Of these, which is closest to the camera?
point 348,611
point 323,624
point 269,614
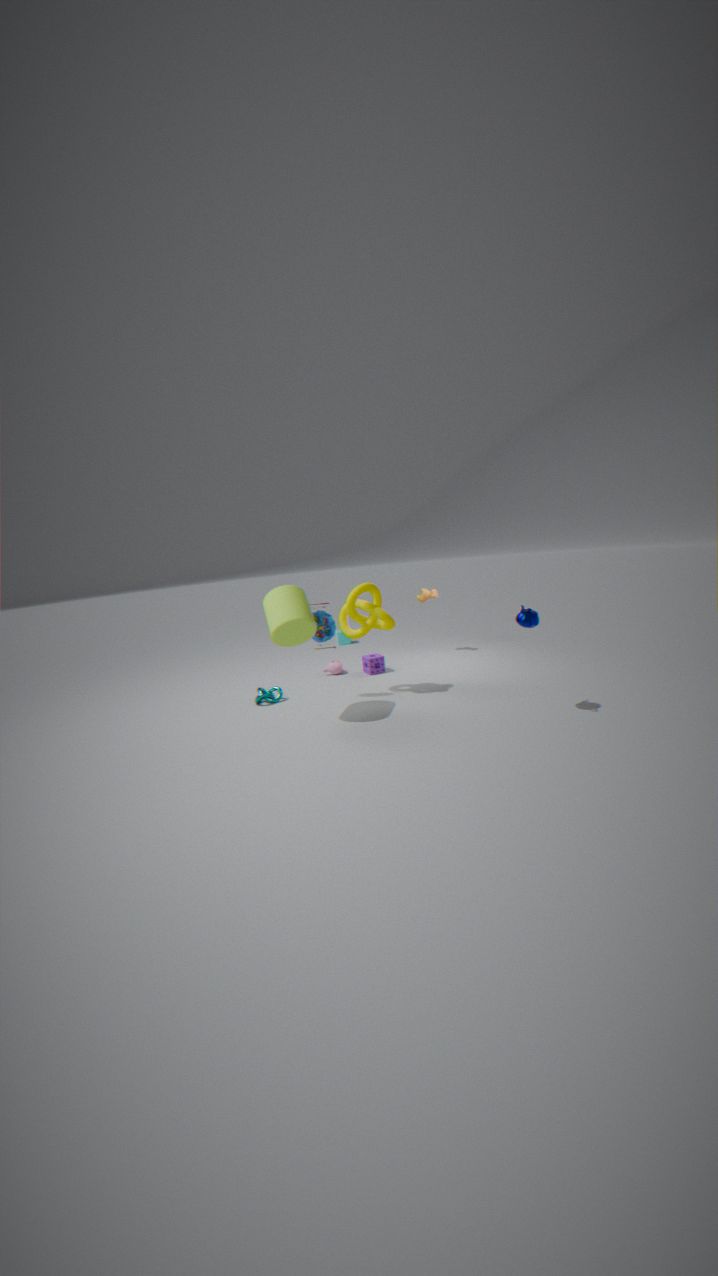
point 269,614
